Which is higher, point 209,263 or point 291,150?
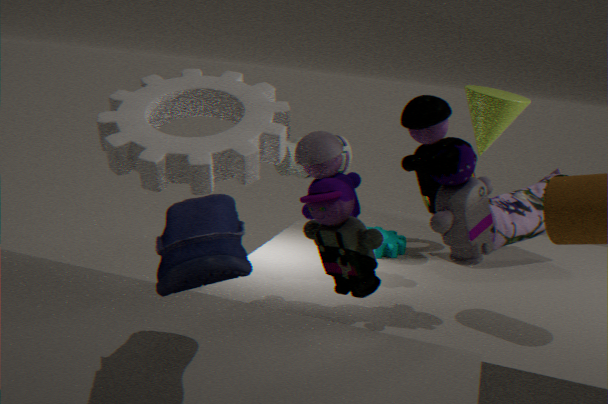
point 209,263
